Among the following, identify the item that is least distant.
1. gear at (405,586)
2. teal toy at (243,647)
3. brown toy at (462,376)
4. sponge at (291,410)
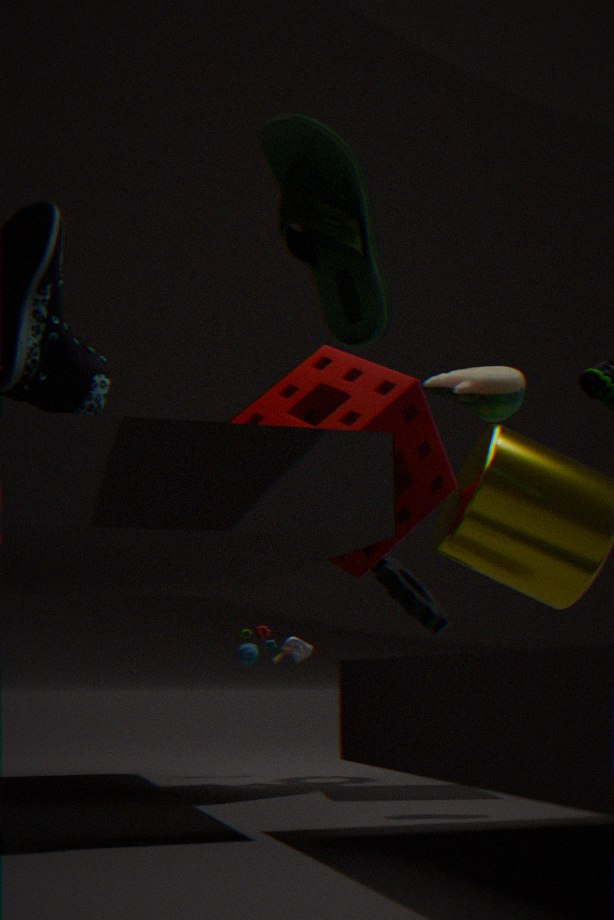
sponge at (291,410)
